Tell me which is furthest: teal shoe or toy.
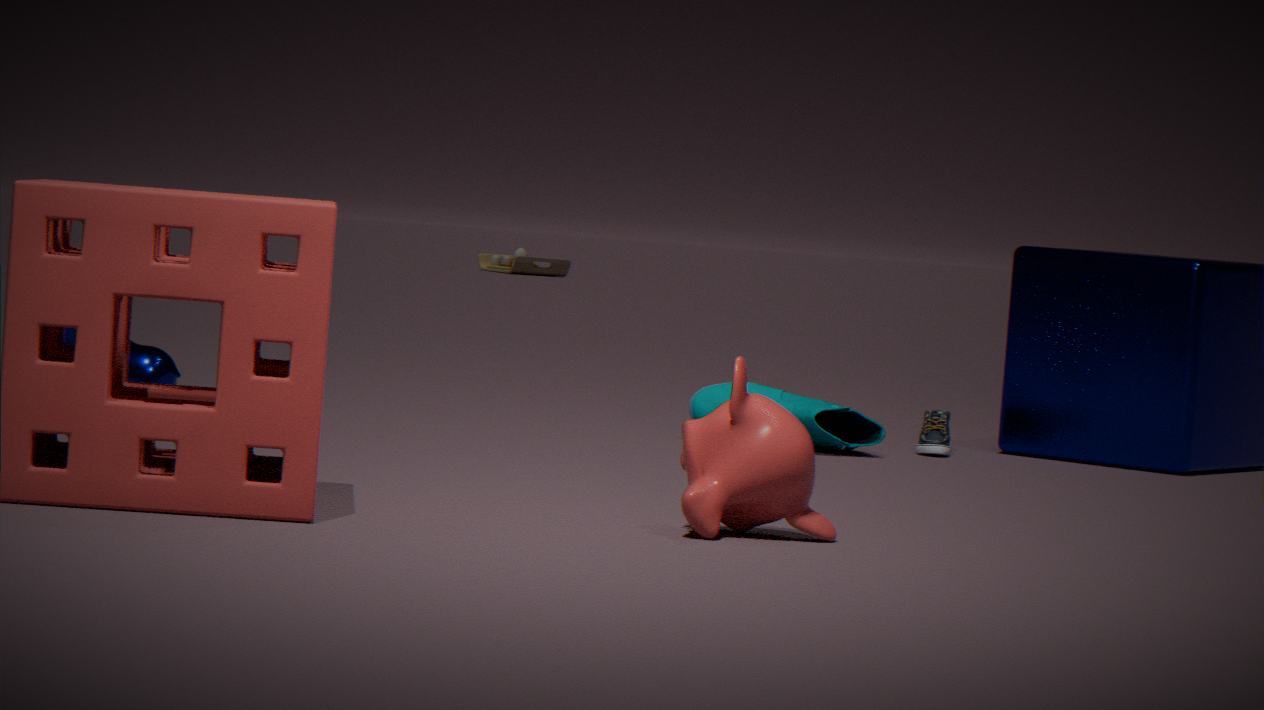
toy
